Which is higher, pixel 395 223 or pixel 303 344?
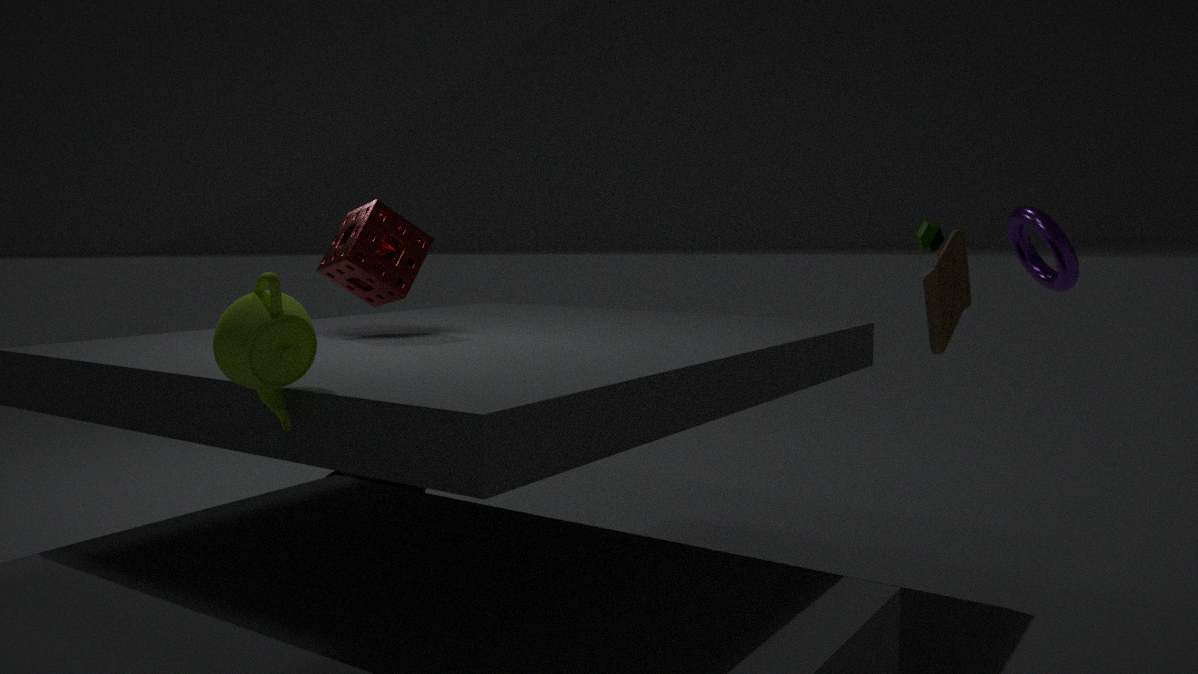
pixel 395 223
